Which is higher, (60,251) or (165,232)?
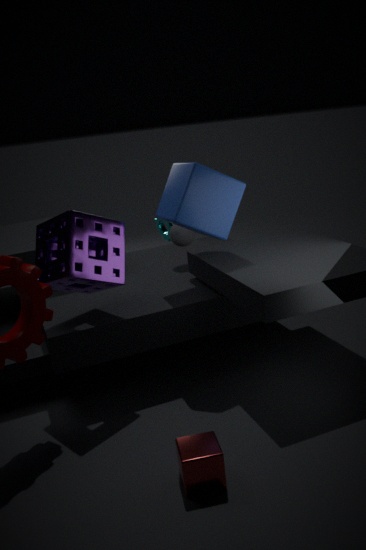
(60,251)
